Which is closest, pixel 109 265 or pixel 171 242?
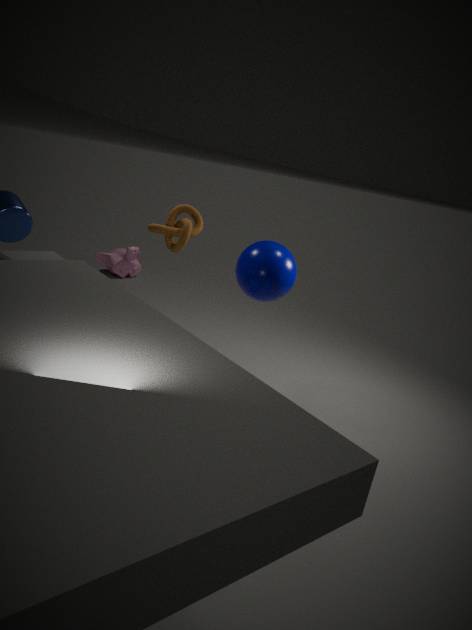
pixel 171 242
